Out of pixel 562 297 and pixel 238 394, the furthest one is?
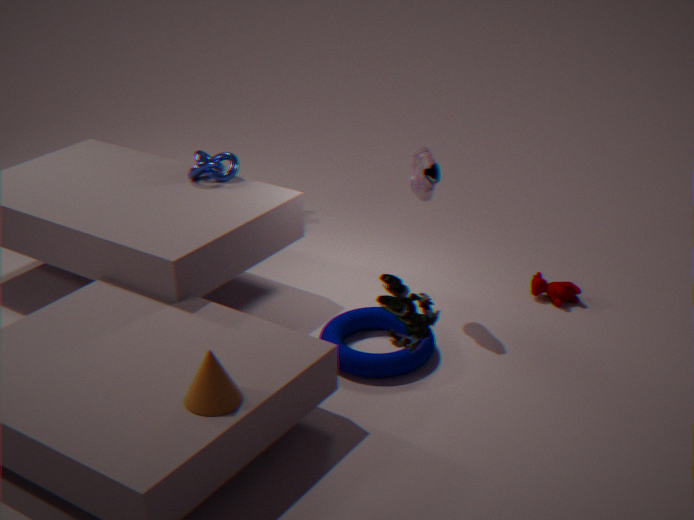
pixel 562 297
